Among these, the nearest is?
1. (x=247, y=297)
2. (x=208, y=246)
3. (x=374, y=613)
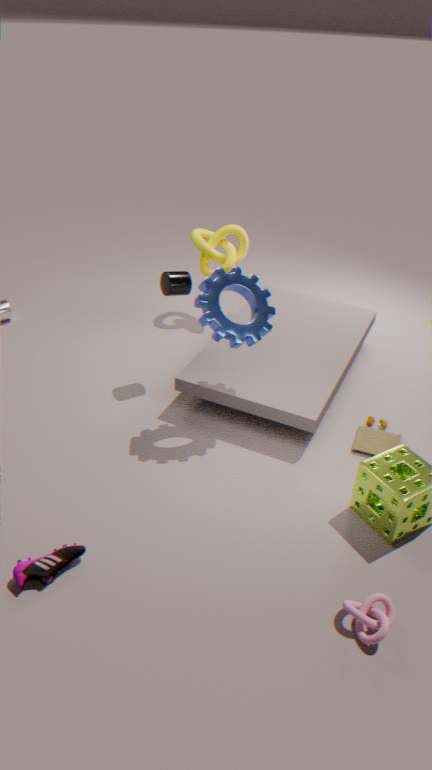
(x=374, y=613)
